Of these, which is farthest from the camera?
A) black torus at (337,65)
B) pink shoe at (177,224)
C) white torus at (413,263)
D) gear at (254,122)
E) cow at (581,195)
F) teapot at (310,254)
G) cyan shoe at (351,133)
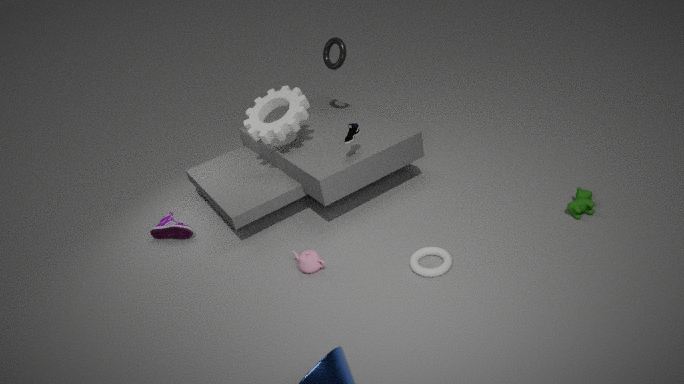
black torus at (337,65)
